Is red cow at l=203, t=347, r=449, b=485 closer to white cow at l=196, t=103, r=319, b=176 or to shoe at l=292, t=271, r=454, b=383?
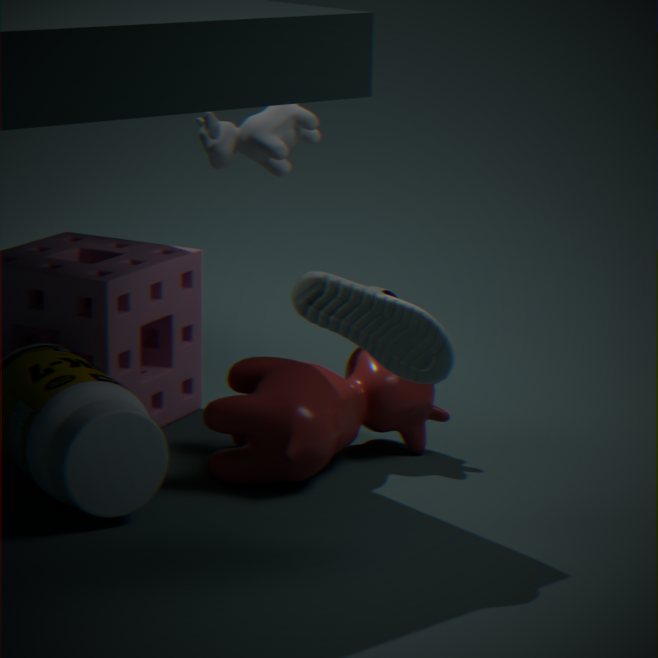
shoe at l=292, t=271, r=454, b=383
